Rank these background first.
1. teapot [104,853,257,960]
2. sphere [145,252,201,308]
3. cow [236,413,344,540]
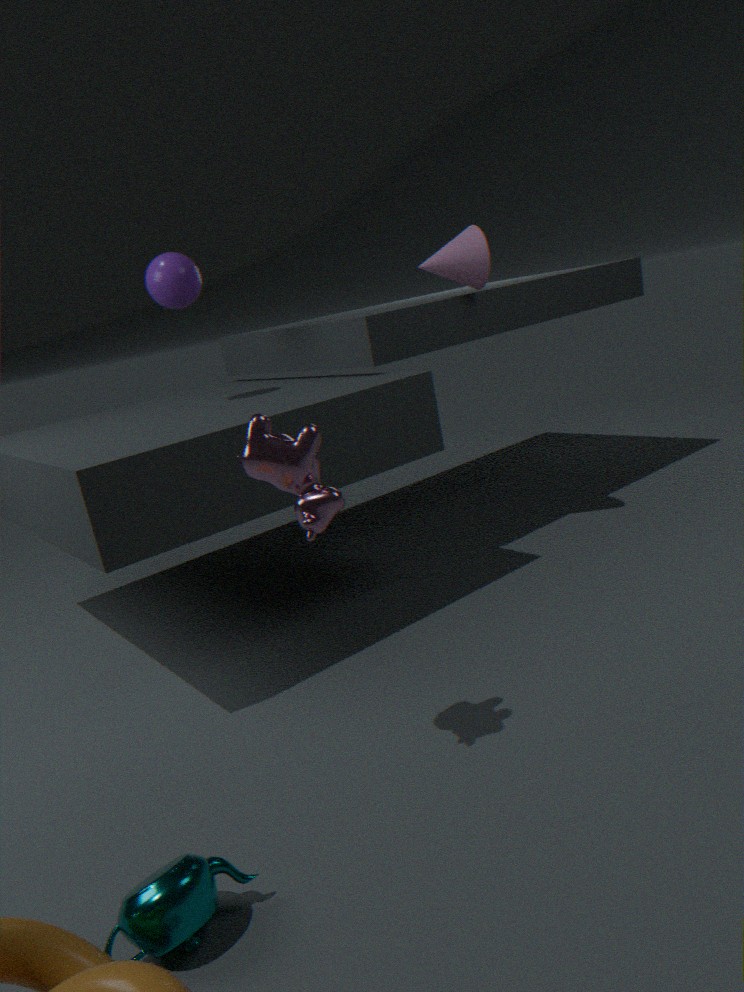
sphere [145,252,201,308] < cow [236,413,344,540] < teapot [104,853,257,960]
